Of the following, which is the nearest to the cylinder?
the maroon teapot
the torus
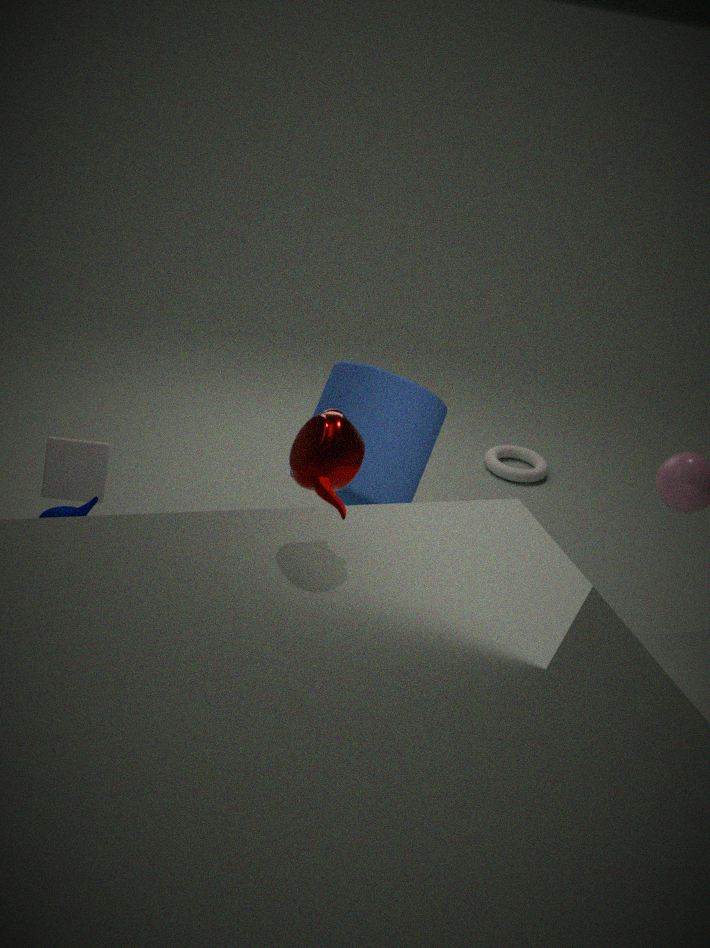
the maroon teapot
